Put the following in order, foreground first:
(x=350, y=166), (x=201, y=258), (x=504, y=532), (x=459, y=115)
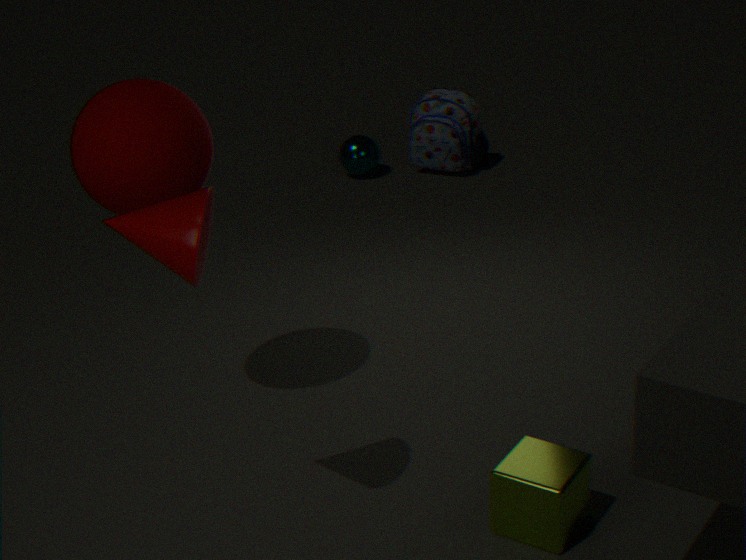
(x=201, y=258), (x=504, y=532), (x=459, y=115), (x=350, y=166)
